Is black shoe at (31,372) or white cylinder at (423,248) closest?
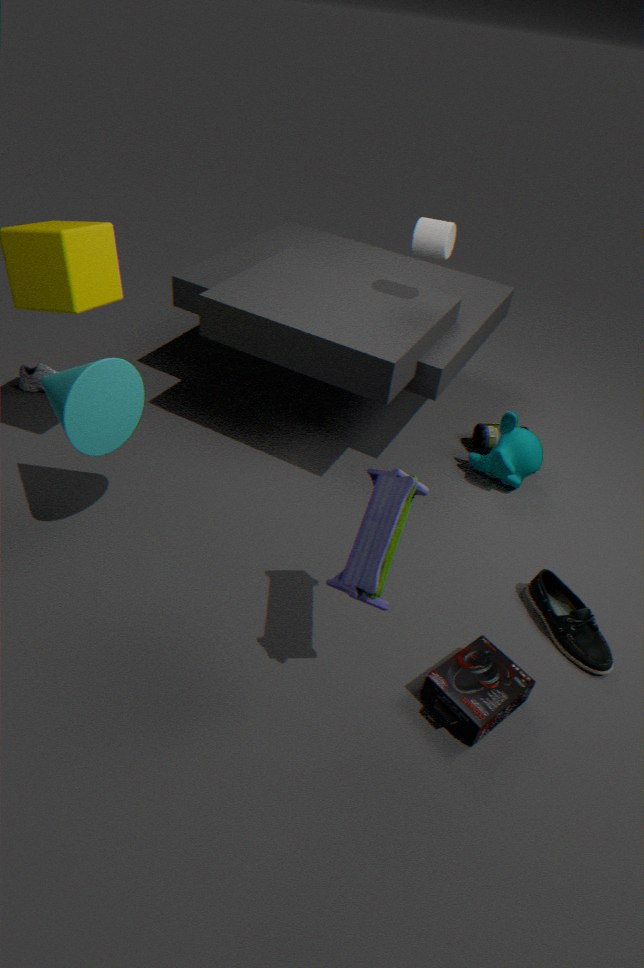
white cylinder at (423,248)
